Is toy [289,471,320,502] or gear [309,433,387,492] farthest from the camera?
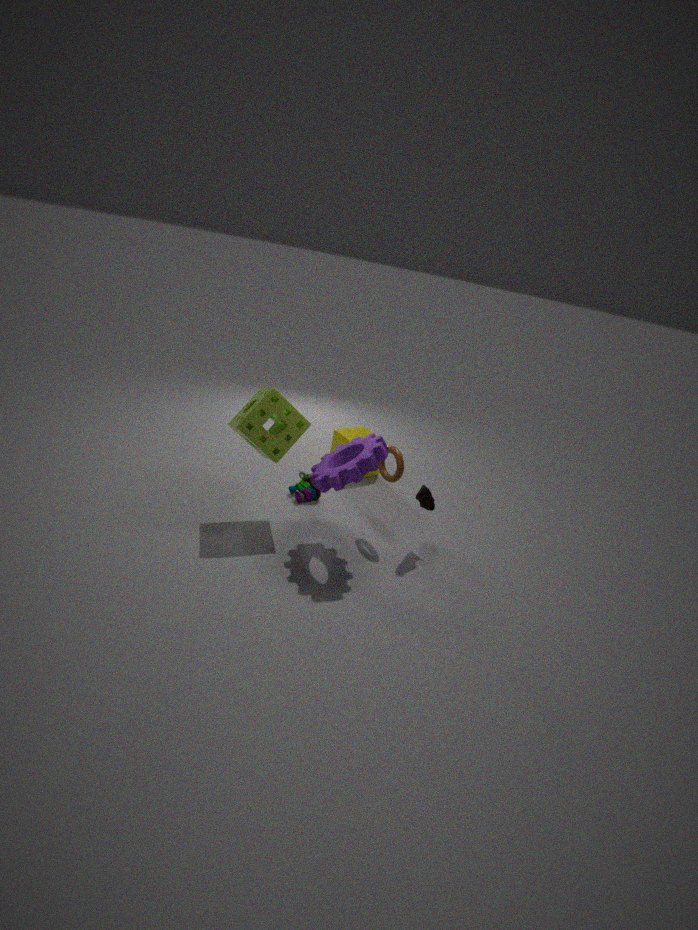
toy [289,471,320,502]
